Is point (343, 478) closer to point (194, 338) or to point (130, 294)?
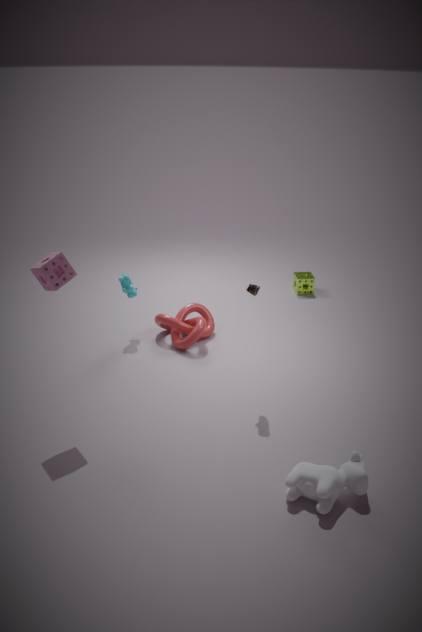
point (194, 338)
